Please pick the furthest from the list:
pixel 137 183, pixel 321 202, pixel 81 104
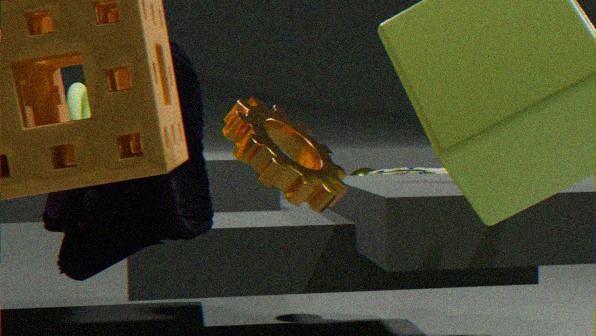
pixel 81 104
